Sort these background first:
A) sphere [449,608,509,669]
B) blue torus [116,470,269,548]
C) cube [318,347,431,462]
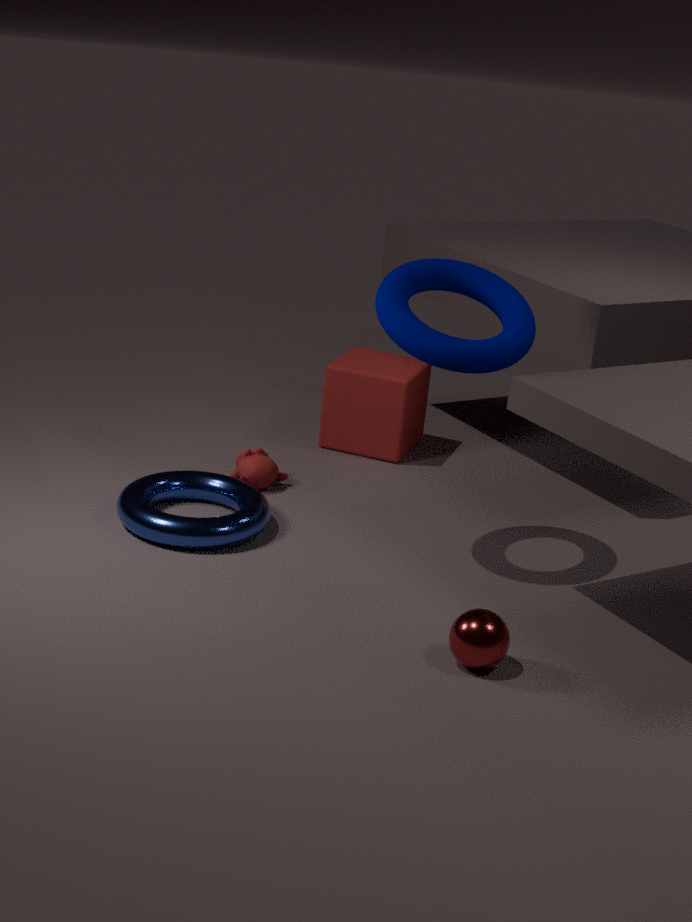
cube [318,347,431,462] < blue torus [116,470,269,548] < sphere [449,608,509,669]
